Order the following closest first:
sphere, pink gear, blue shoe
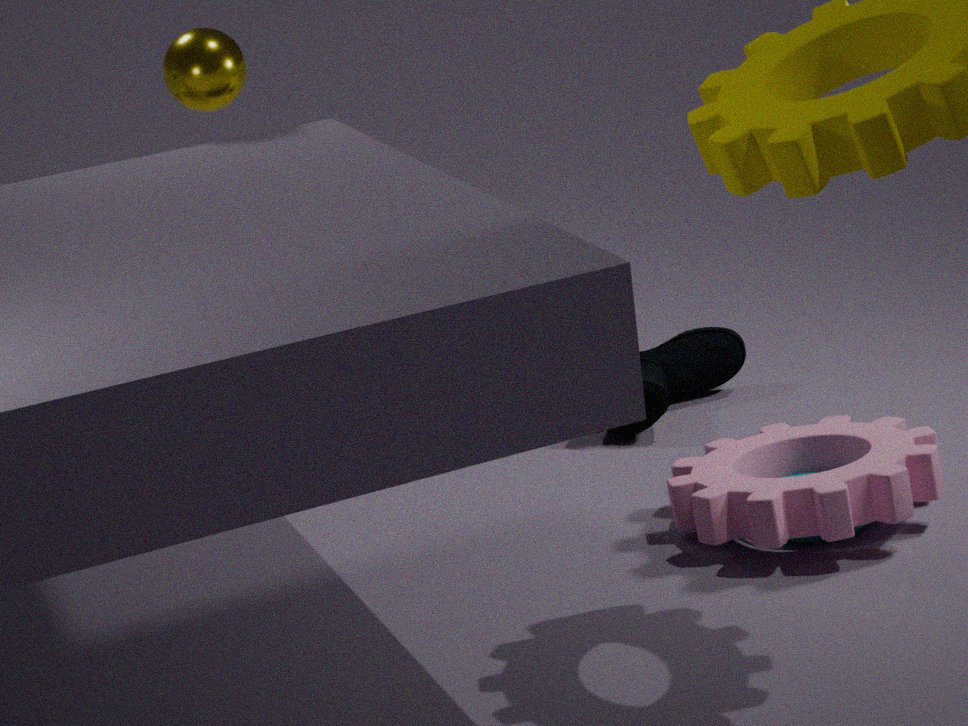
pink gear → sphere → blue shoe
